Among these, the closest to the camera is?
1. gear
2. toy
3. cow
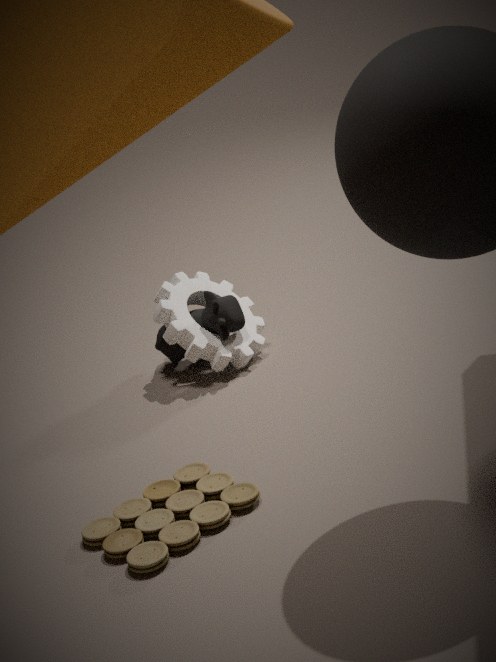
toy
